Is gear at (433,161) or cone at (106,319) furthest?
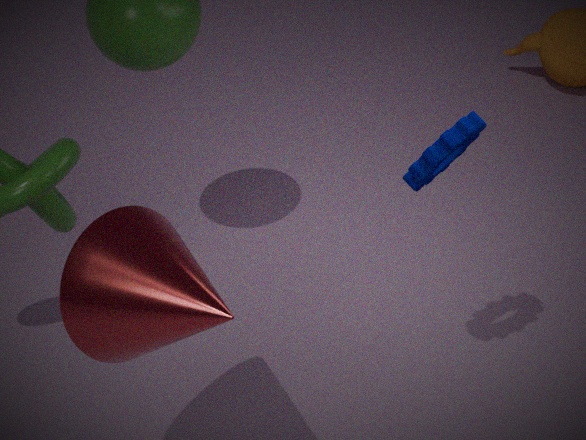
gear at (433,161)
